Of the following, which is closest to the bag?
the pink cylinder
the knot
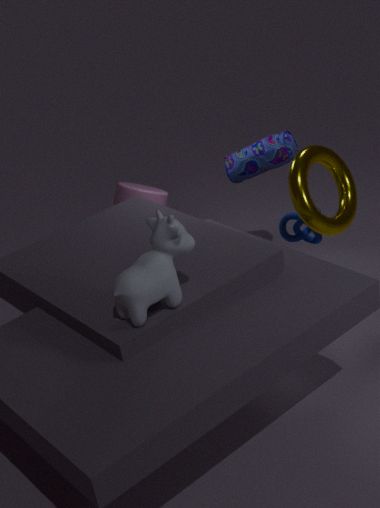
the pink cylinder
